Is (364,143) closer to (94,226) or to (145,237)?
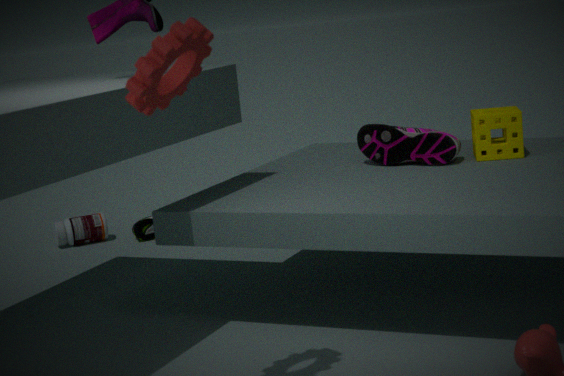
(145,237)
